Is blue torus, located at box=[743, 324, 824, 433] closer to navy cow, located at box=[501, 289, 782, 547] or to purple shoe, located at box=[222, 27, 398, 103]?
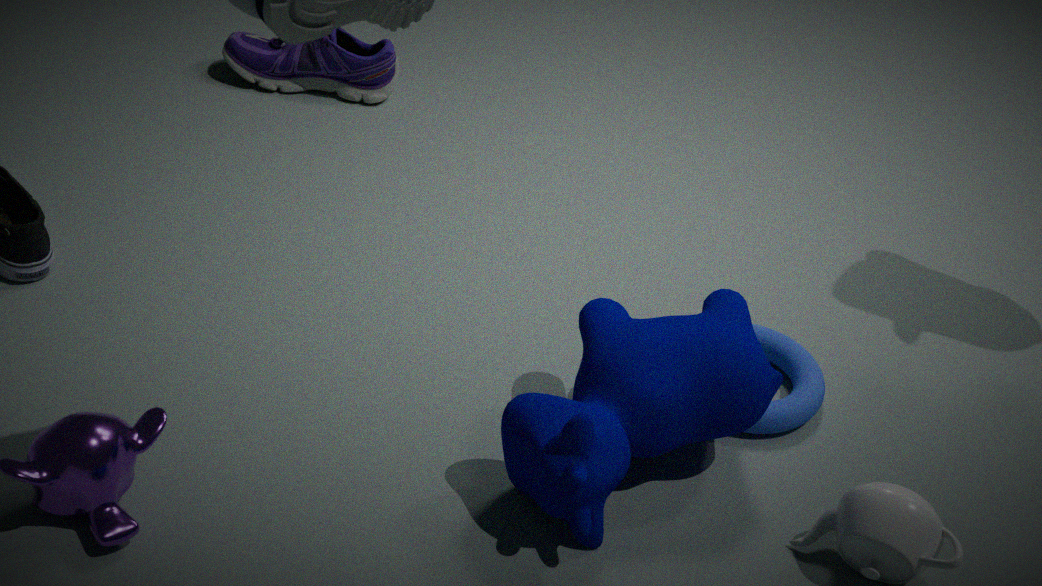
navy cow, located at box=[501, 289, 782, 547]
